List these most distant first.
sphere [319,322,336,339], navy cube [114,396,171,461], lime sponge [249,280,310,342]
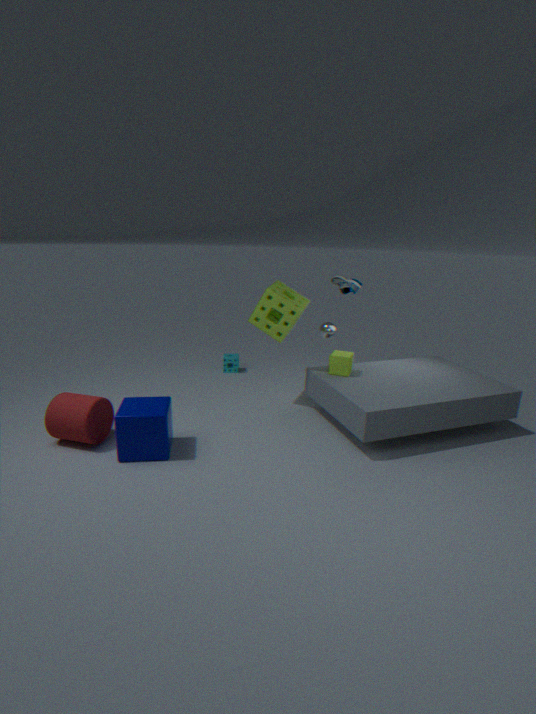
1. sphere [319,322,336,339]
2. lime sponge [249,280,310,342]
3. navy cube [114,396,171,461]
